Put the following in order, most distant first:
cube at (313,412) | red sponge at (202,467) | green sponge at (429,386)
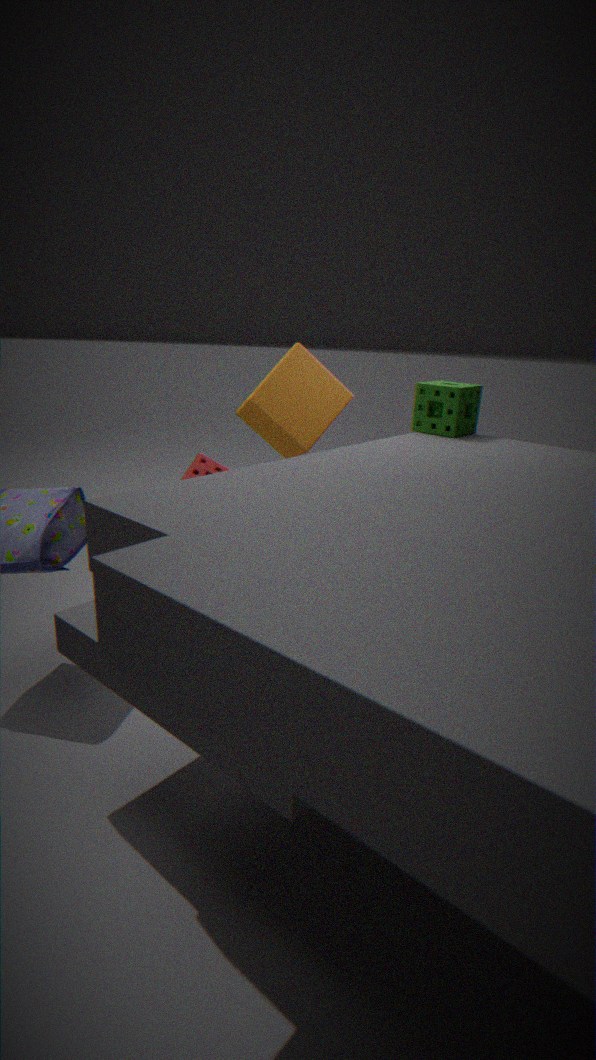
cube at (313,412), green sponge at (429,386), red sponge at (202,467)
